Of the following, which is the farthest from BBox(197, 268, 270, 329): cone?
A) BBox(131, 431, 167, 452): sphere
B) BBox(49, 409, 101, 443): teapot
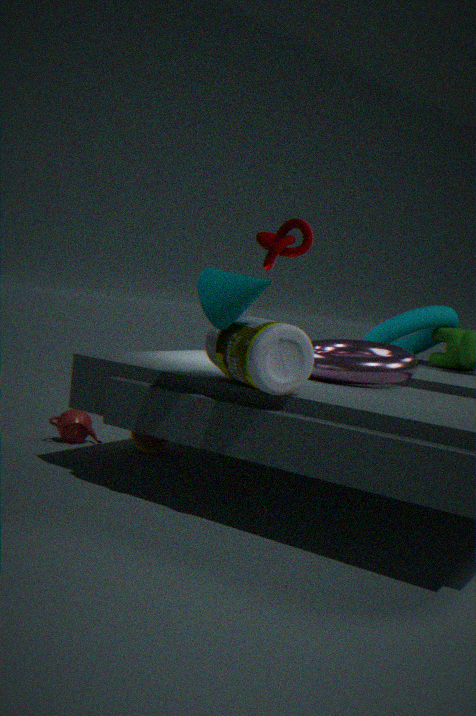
BBox(49, 409, 101, 443): teapot
